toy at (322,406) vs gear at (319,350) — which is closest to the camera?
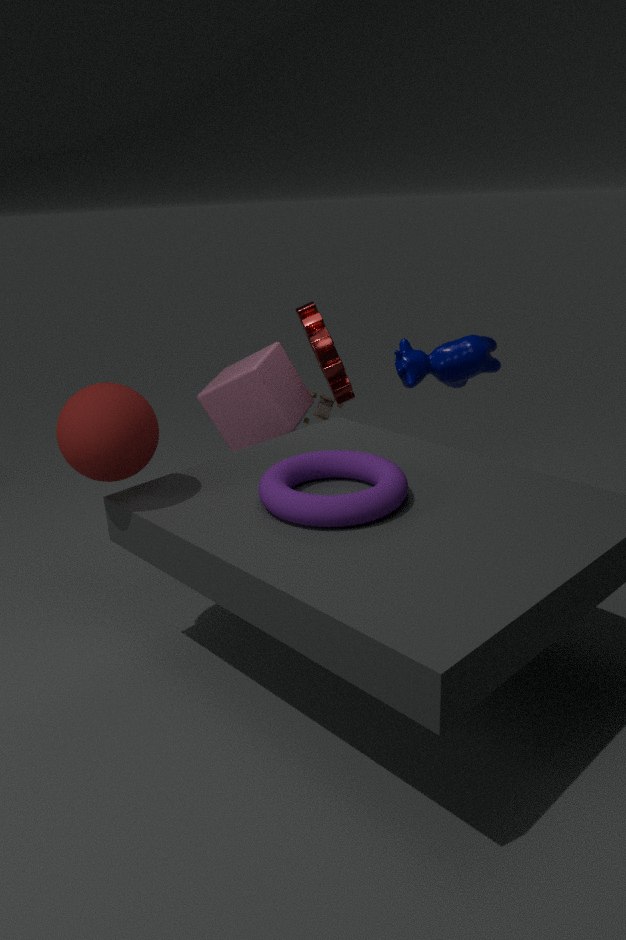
gear at (319,350)
